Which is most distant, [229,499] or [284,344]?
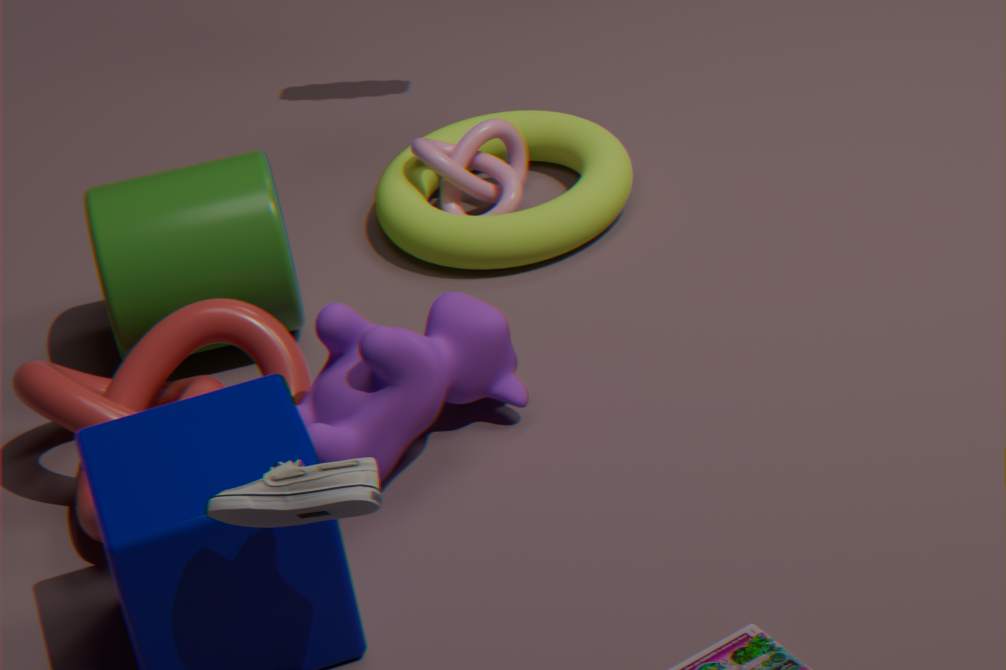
[284,344]
